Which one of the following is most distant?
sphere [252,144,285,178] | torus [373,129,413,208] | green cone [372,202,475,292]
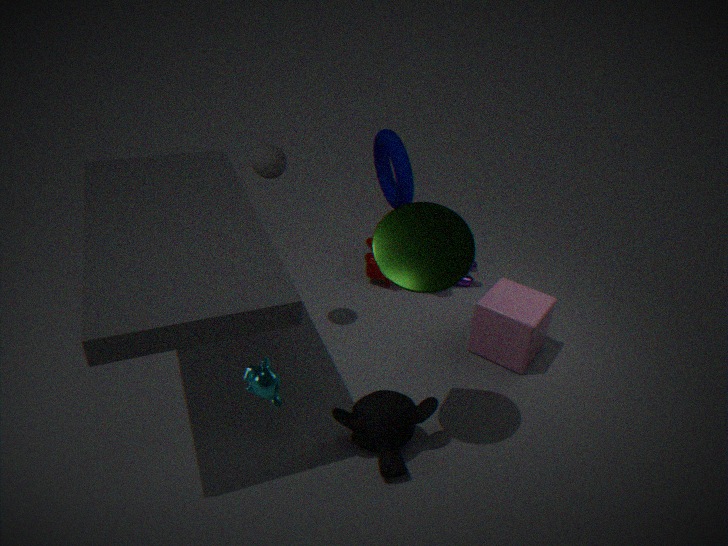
torus [373,129,413,208]
